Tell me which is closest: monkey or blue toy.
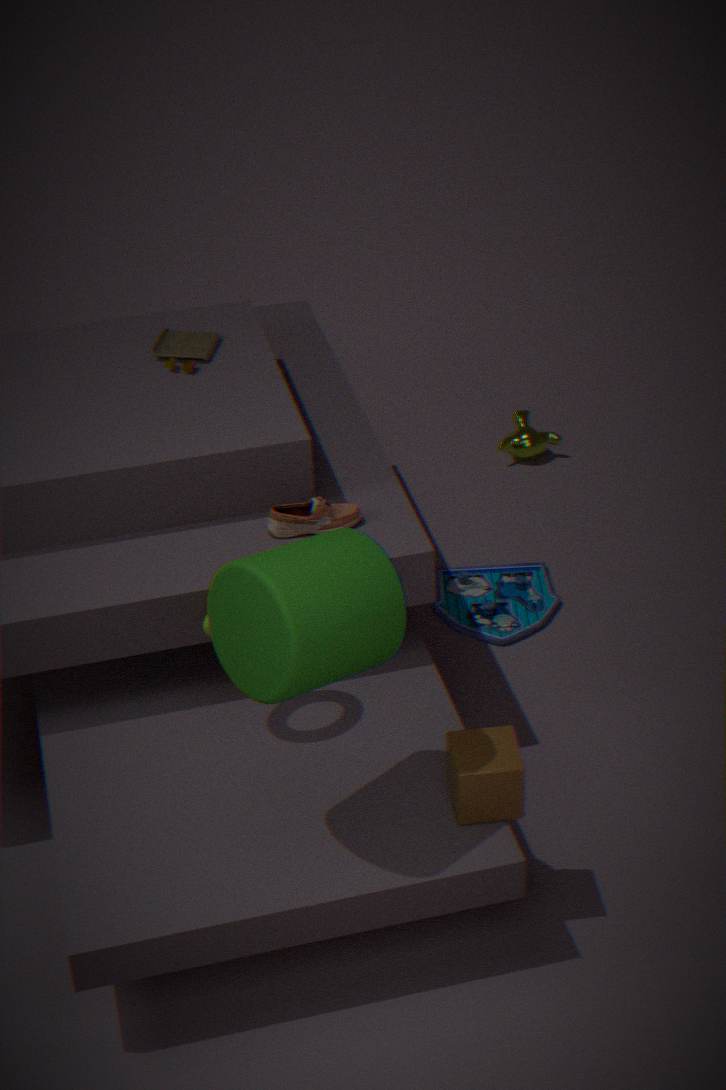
blue toy
